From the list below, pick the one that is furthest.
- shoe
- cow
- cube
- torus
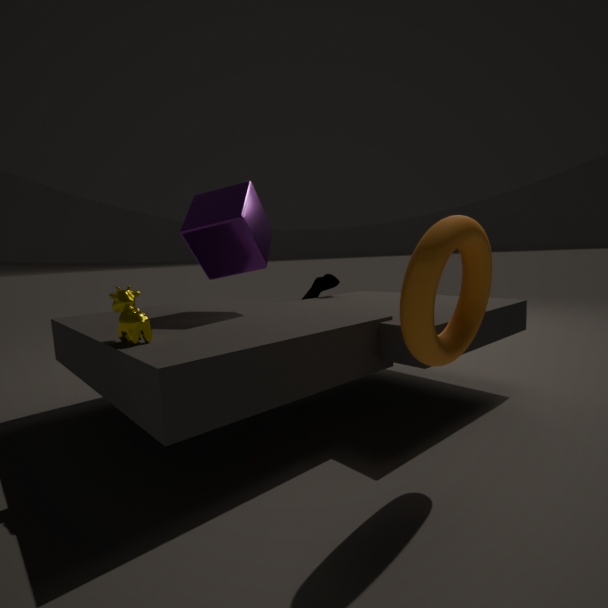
shoe
